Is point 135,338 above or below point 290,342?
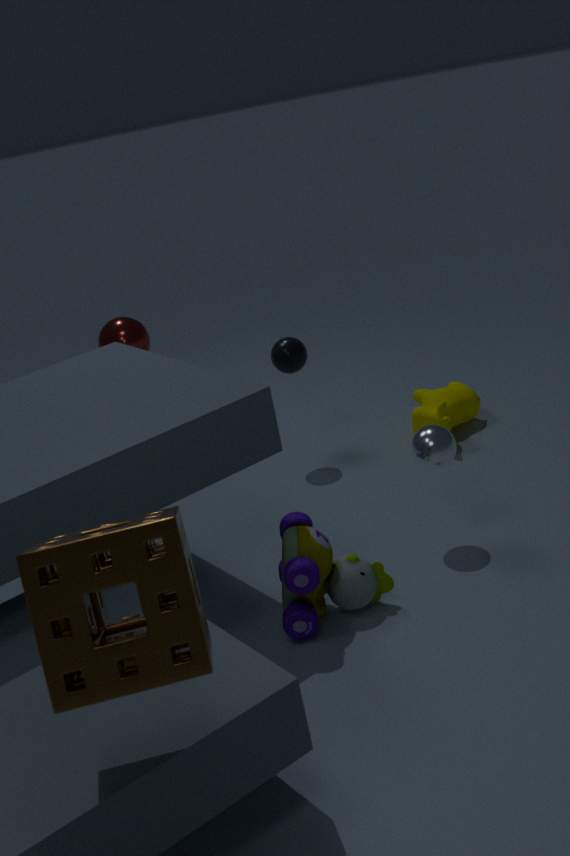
below
